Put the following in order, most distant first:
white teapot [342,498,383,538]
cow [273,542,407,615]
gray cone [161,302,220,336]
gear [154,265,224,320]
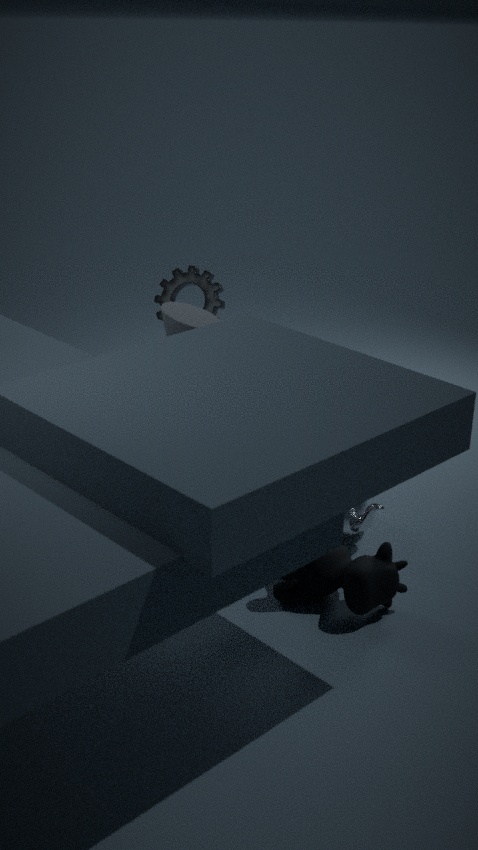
gear [154,265,224,320] → white teapot [342,498,383,538] → gray cone [161,302,220,336] → cow [273,542,407,615]
